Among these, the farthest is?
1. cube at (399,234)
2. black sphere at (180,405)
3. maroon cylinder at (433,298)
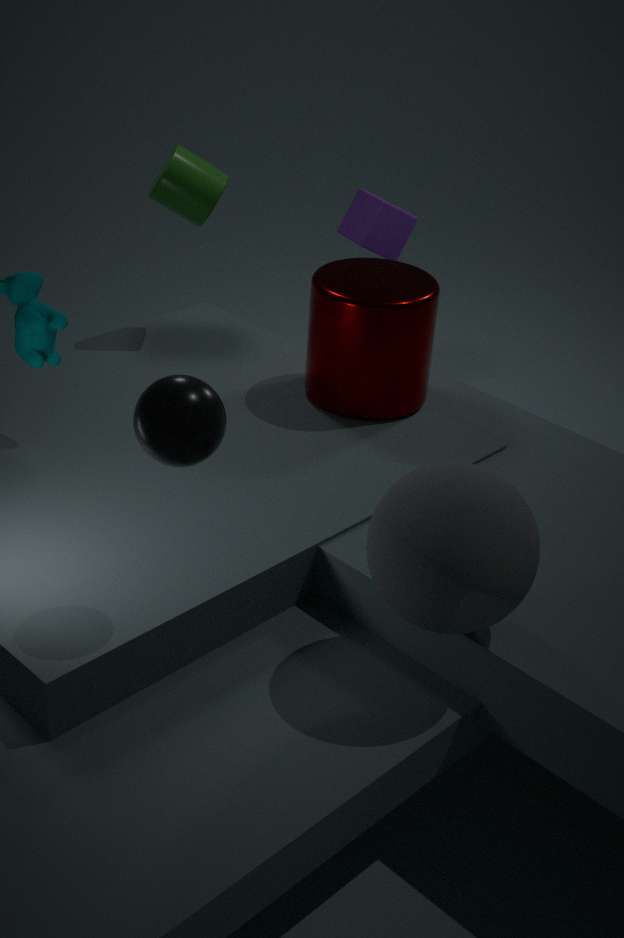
cube at (399,234)
